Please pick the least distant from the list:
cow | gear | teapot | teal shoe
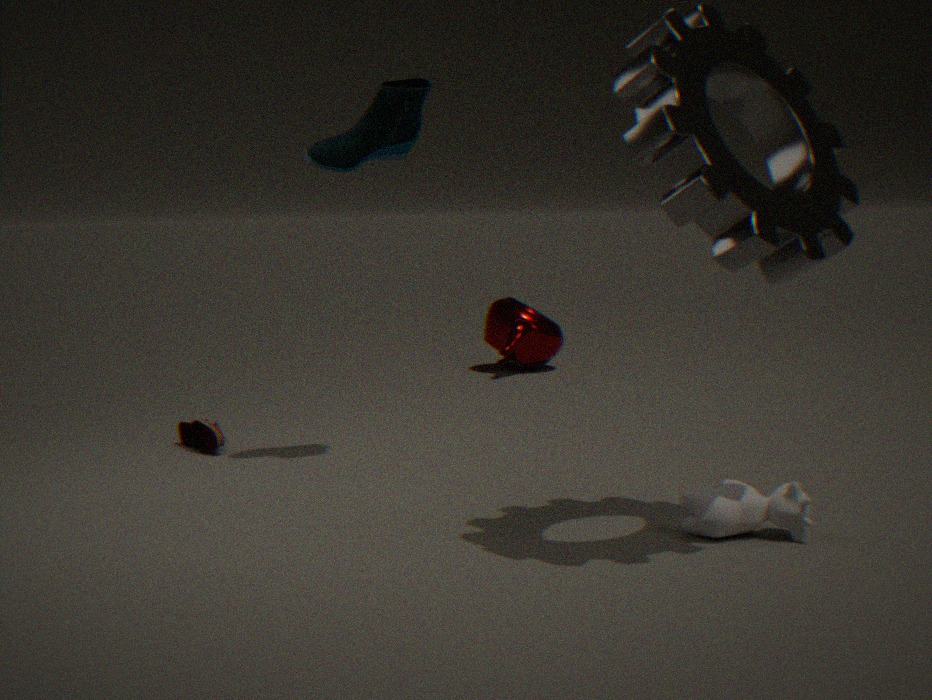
gear
